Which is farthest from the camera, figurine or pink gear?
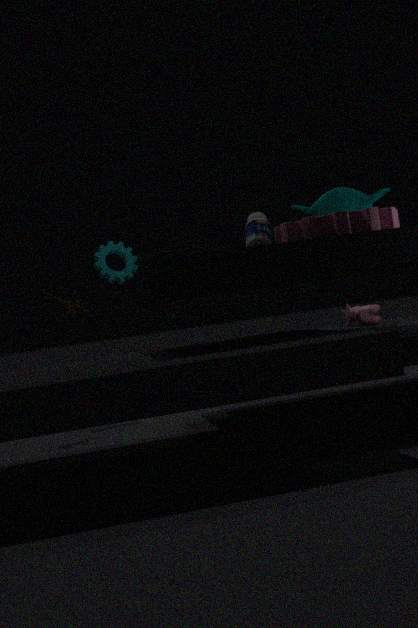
figurine
